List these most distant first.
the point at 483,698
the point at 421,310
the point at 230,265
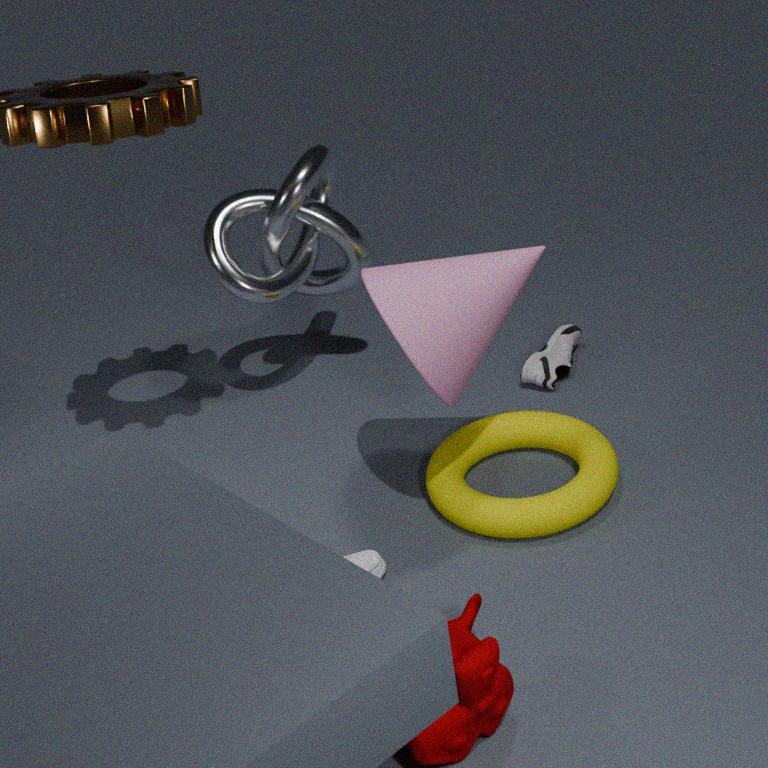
1. the point at 230,265
2. the point at 421,310
3. the point at 483,698
